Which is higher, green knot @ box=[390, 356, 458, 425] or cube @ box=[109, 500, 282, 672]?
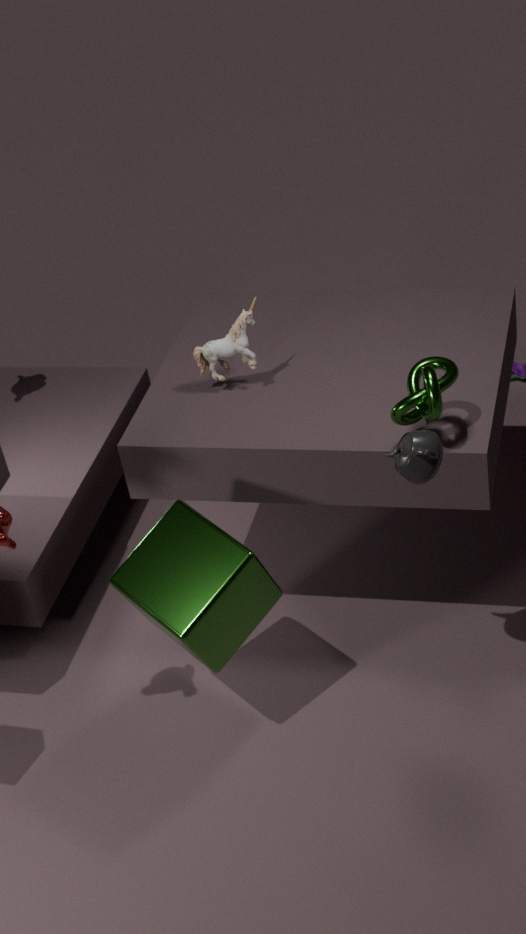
green knot @ box=[390, 356, 458, 425]
